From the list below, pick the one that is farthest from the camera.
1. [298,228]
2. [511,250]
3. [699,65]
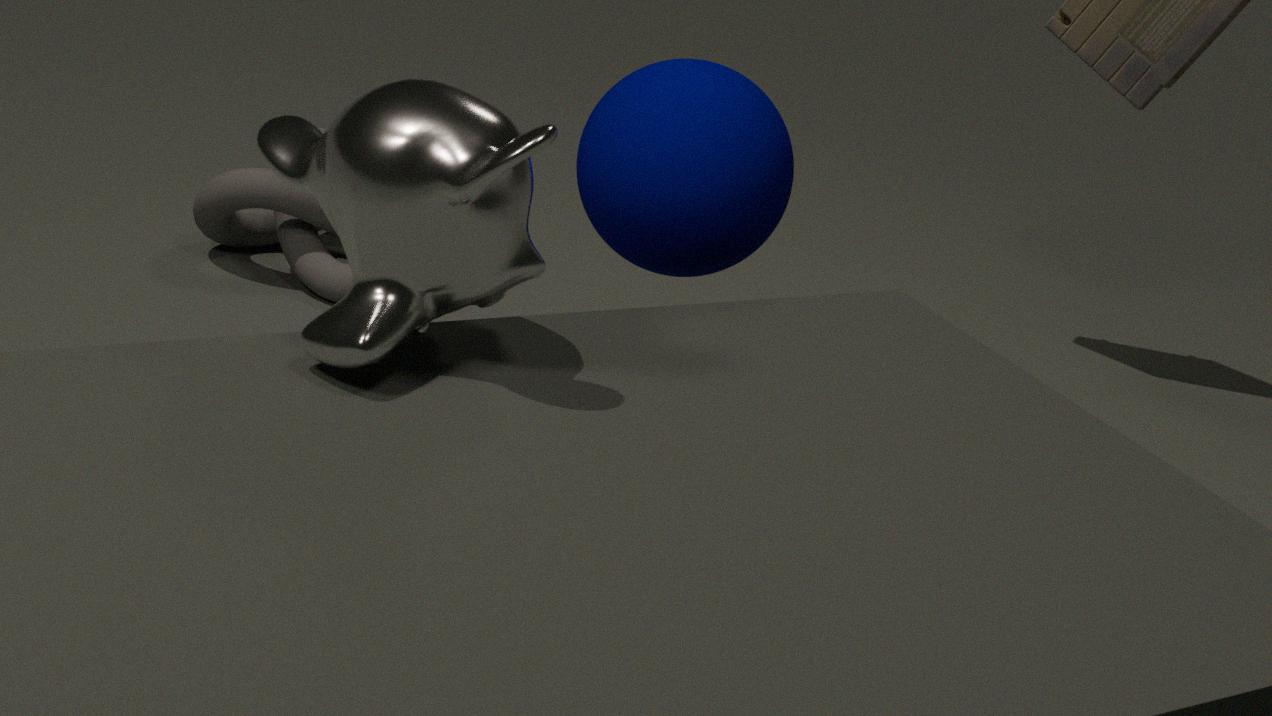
[298,228]
